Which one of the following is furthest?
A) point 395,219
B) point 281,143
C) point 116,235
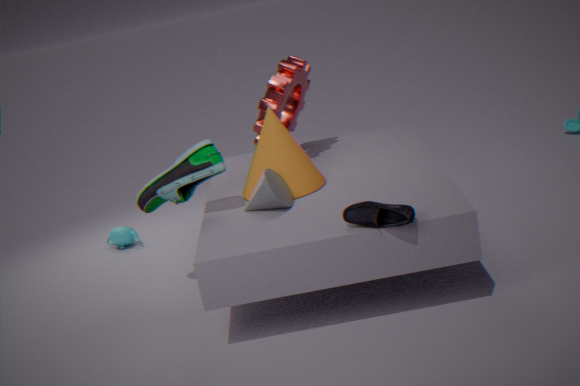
point 116,235
